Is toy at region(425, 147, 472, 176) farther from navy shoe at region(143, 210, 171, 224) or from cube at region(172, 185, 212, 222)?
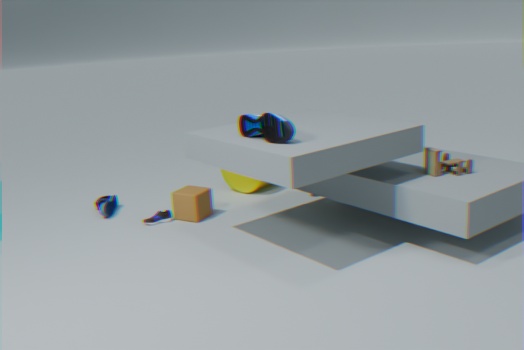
navy shoe at region(143, 210, 171, 224)
